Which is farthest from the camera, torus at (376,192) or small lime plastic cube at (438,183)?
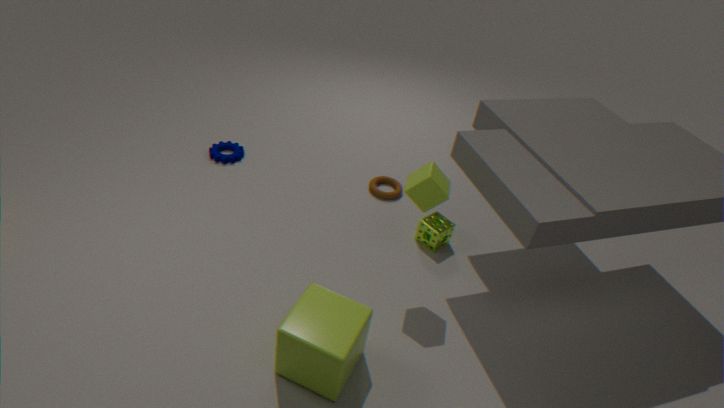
torus at (376,192)
